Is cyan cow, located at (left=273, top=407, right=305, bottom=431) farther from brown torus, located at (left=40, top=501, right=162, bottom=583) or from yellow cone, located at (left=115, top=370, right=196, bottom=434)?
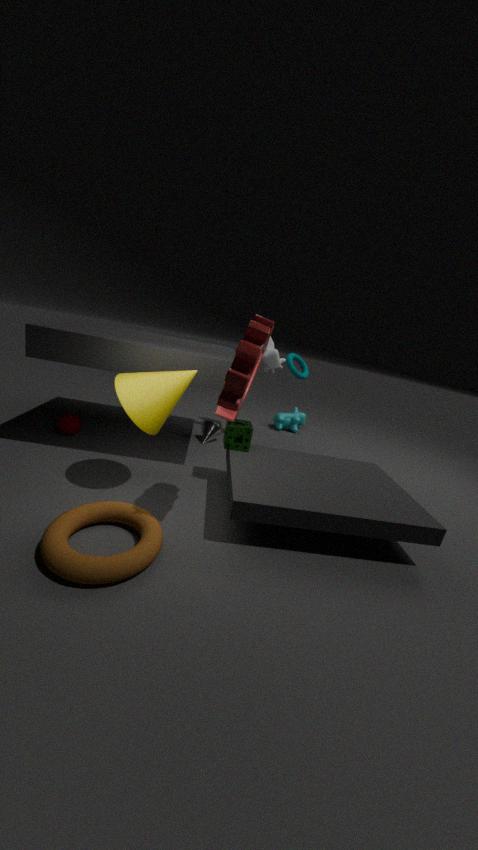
brown torus, located at (left=40, top=501, right=162, bottom=583)
